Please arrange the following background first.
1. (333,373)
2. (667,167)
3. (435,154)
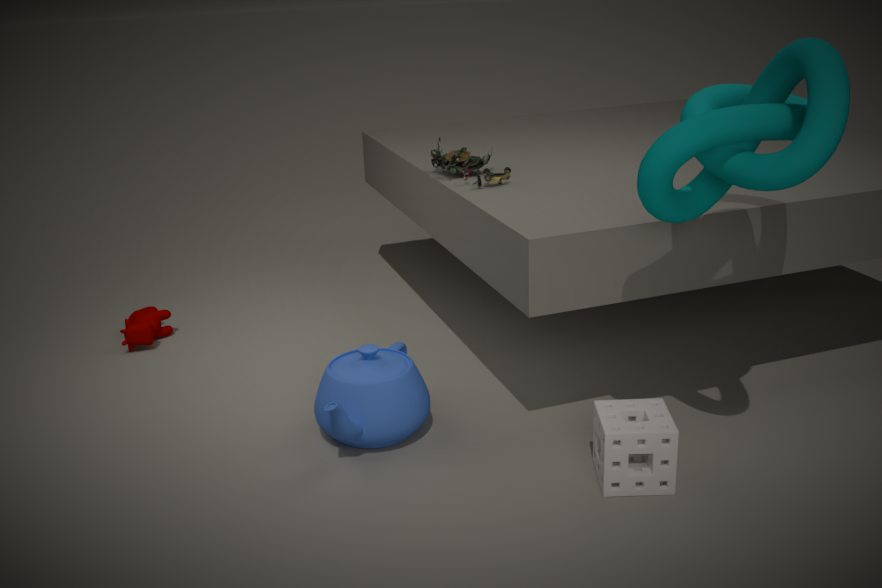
(435,154), (333,373), (667,167)
